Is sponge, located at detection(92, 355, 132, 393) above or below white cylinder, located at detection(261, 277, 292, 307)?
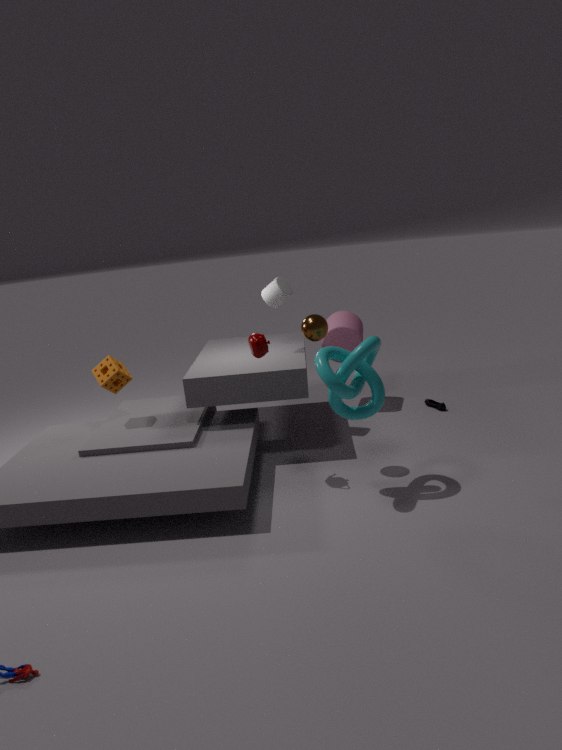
below
